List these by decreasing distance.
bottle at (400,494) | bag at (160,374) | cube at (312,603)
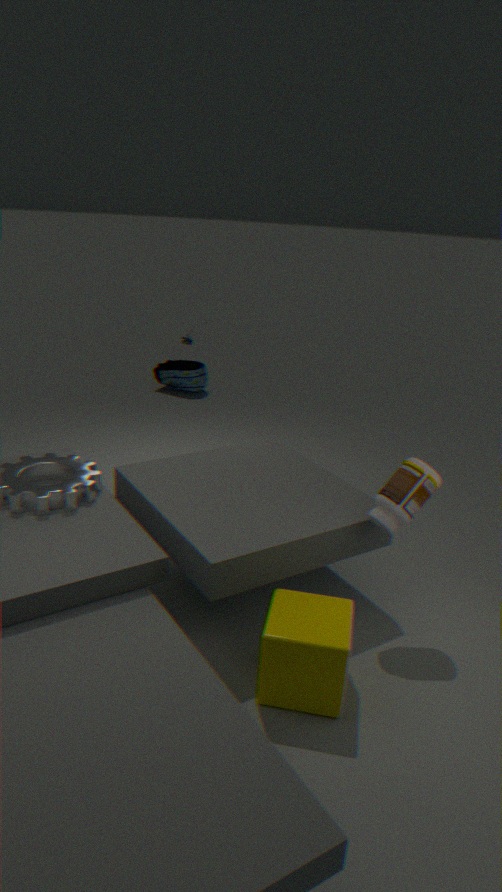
bag at (160,374), bottle at (400,494), cube at (312,603)
